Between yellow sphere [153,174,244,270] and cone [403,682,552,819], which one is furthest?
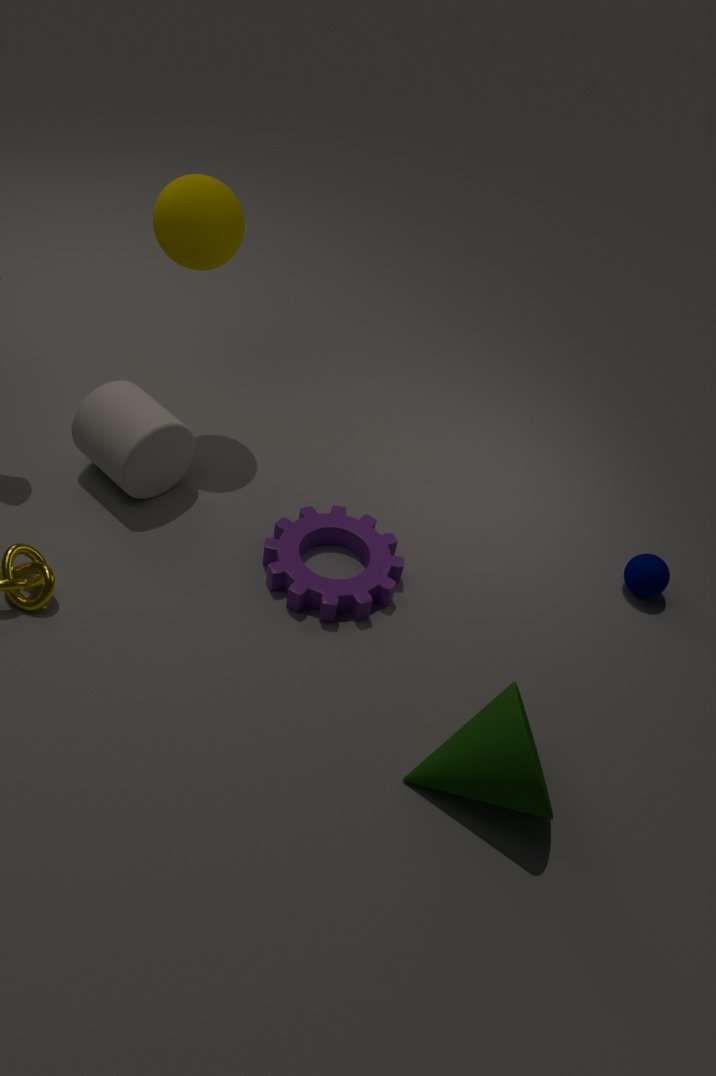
yellow sphere [153,174,244,270]
